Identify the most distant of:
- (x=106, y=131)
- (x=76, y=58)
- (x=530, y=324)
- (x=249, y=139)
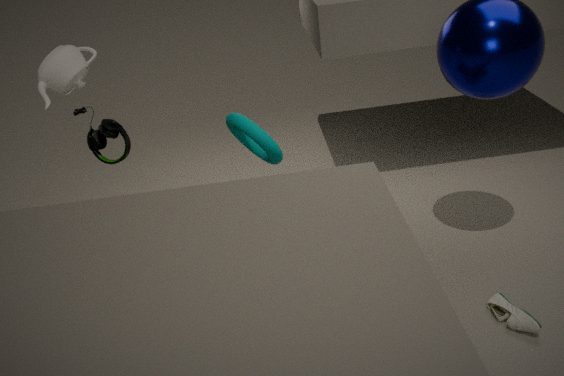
(x=106, y=131)
